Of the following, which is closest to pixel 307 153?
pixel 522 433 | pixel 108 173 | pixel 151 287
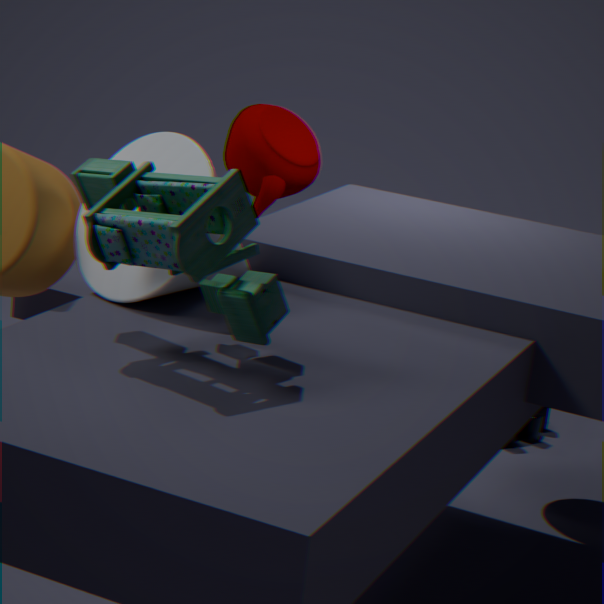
pixel 522 433
